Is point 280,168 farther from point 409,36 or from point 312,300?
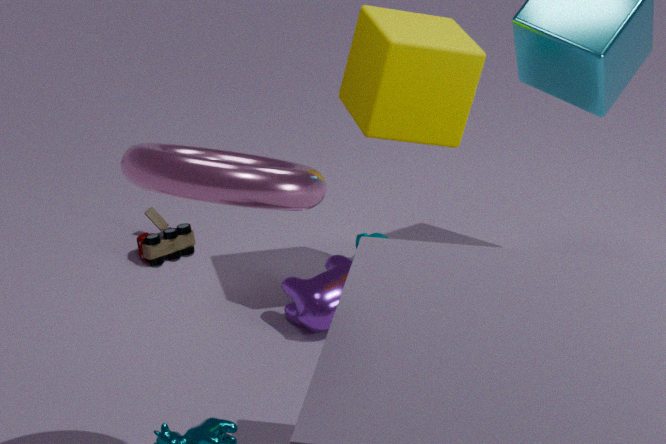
point 312,300
